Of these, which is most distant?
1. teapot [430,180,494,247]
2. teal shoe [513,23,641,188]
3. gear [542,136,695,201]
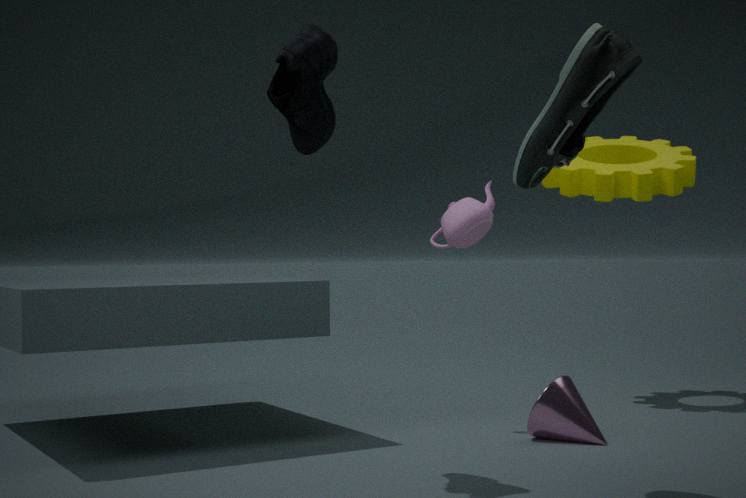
gear [542,136,695,201]
